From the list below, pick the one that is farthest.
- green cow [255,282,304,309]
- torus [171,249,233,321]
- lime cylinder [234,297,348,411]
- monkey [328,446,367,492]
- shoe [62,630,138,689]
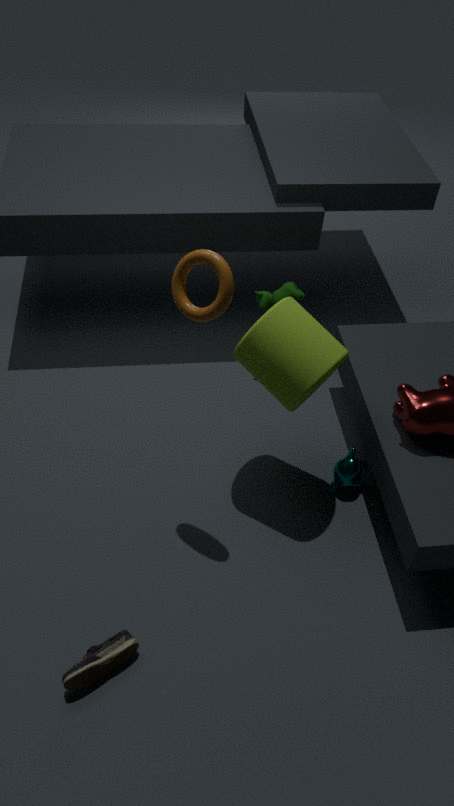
green cow [255,282,304,309]
